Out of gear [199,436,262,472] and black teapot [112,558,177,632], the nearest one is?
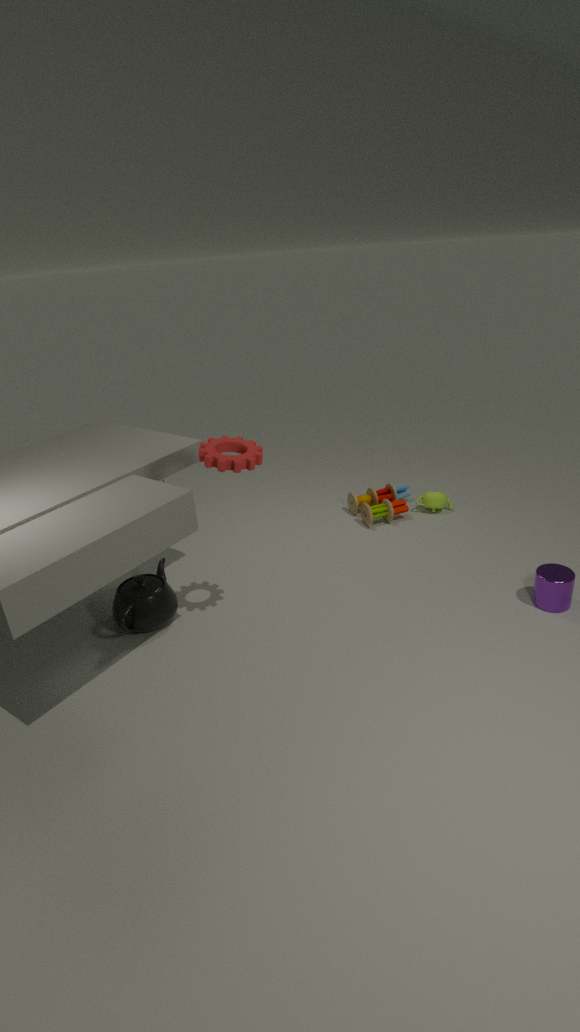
gear [199,436,262,472]
